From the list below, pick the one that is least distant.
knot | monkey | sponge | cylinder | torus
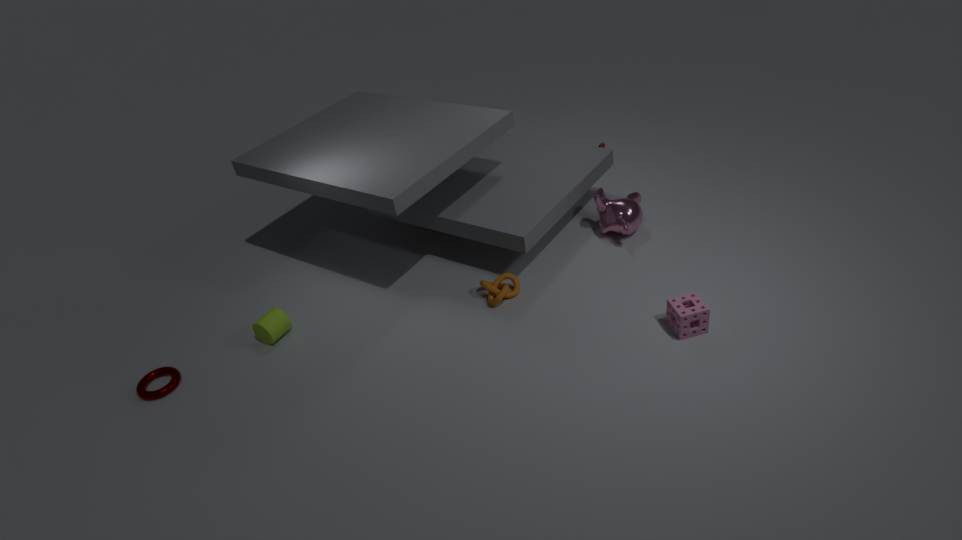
sponge
